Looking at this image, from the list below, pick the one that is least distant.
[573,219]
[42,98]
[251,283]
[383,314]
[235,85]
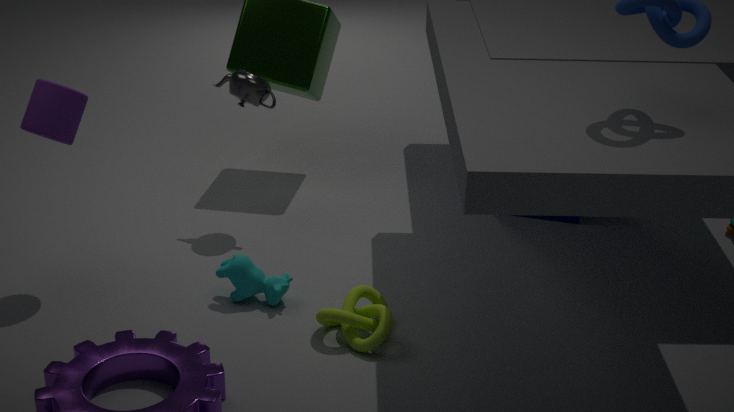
[383,314]
